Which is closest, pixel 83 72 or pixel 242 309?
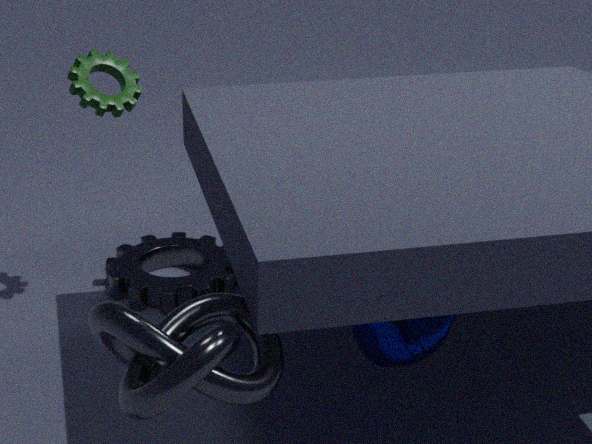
pixel 242 309
